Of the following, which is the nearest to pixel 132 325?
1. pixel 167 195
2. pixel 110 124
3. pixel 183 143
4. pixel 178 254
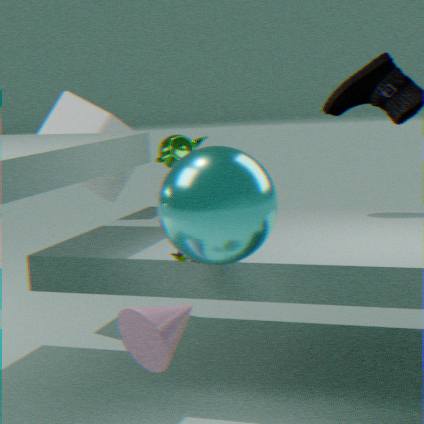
pixel 167 195
